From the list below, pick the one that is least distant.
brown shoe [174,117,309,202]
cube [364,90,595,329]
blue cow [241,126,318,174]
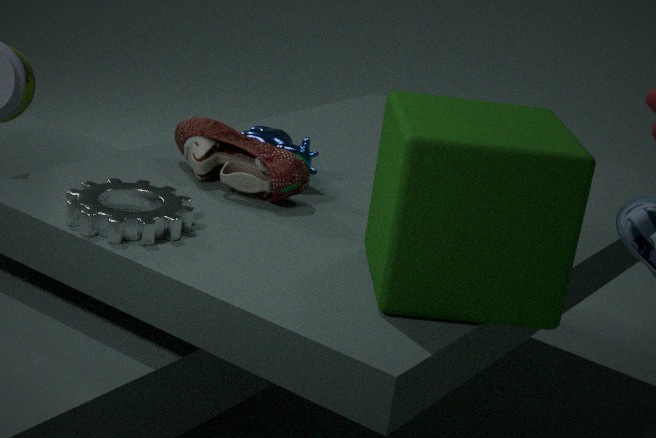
cube [364,90,595,329]
